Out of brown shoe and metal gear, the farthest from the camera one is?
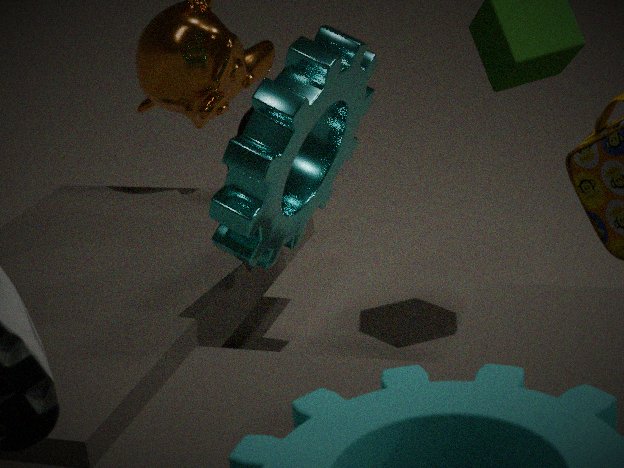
brown shoe
